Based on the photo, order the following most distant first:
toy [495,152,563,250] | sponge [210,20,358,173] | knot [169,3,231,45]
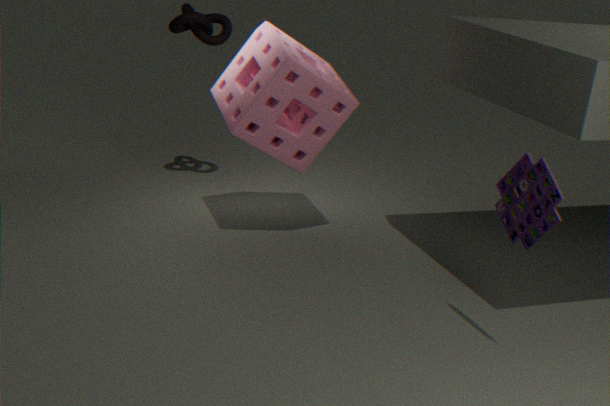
knot [169,3,231,45], sponge [210,20,358,173], toy [495,152,563,250]
